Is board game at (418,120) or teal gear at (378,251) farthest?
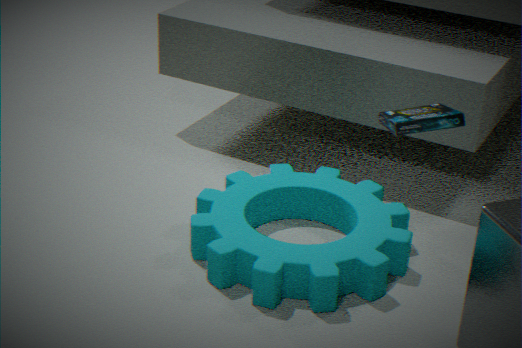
teal gear at (378,251)
